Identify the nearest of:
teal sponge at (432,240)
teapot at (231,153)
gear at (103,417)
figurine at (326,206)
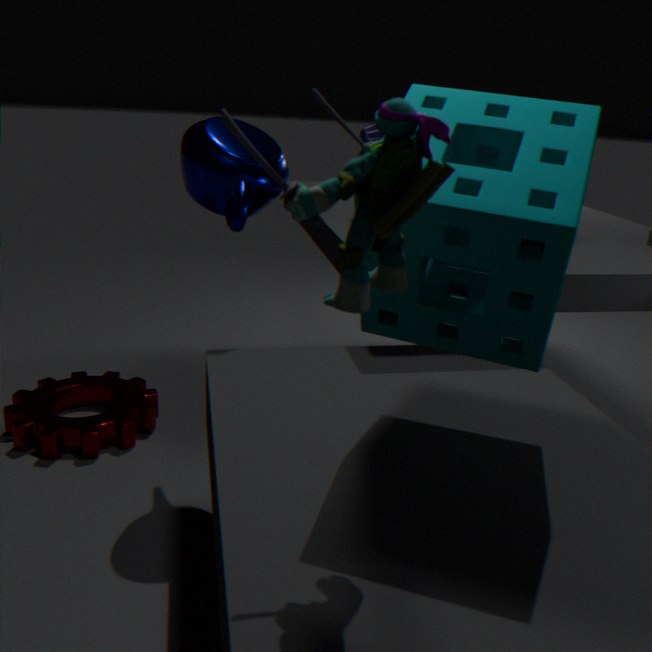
figurine at (326,206)
